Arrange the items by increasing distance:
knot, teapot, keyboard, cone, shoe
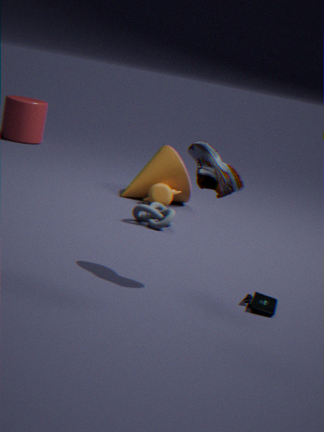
shoe → keyboard → knot → teapot → cone
